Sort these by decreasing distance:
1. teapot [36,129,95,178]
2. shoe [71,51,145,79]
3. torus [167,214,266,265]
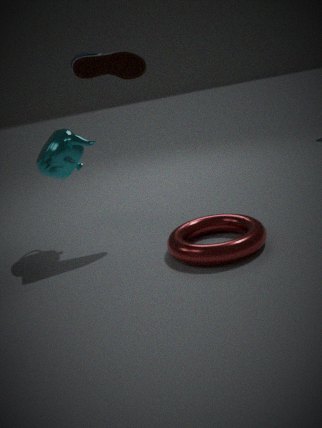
teapot [36,129,95,178]
shoe [71,51,145,79]
torus [167,214,266,265]
